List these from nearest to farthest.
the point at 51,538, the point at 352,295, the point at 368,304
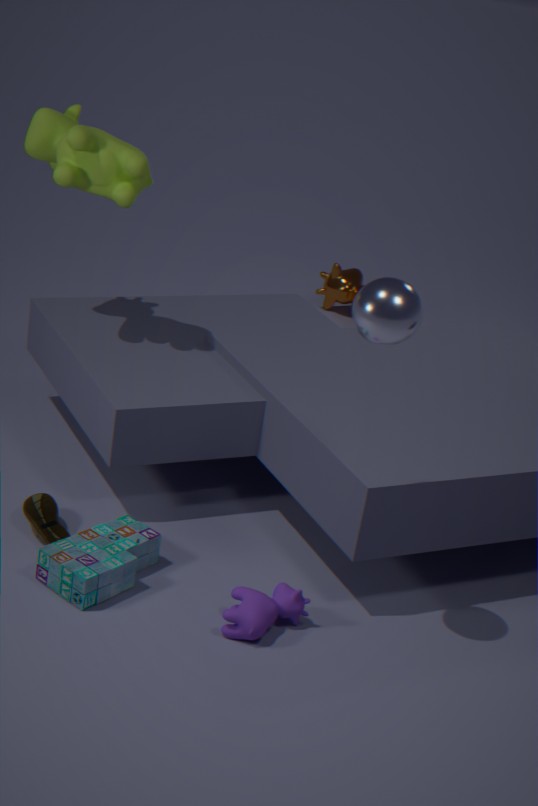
the point at 368,304, the point at 51,538, the point at 352,295
